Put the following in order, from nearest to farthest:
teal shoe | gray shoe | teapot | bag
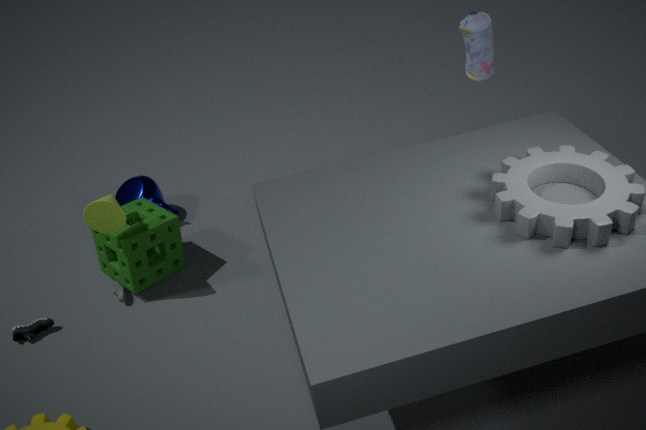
bag → teal shoe → gray shoe → teapot
